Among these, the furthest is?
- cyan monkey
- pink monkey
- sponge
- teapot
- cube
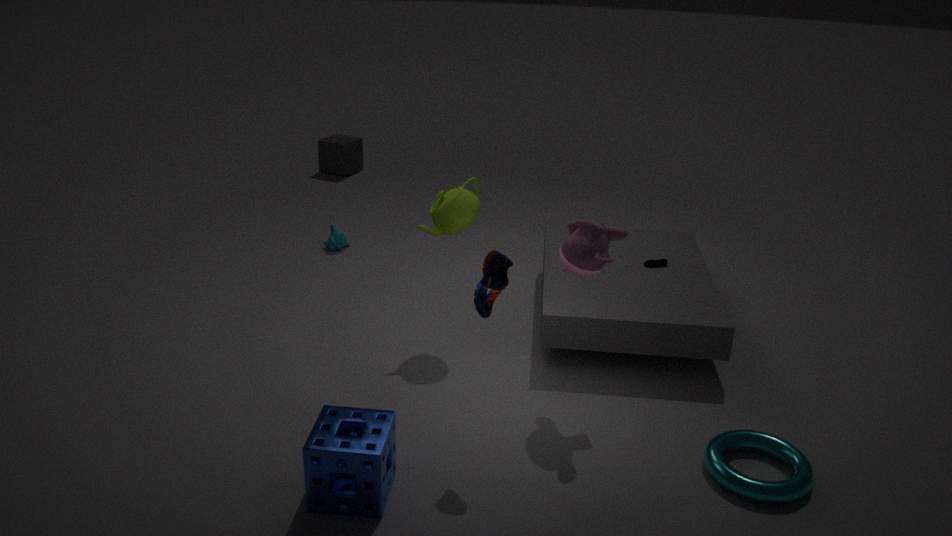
cube
